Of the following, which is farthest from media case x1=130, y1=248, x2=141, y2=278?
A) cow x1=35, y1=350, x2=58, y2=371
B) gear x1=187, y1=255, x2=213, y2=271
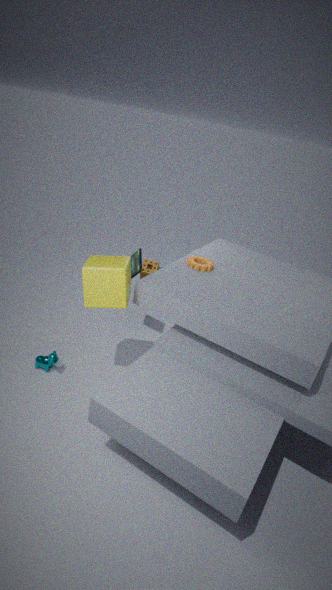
cow x1=35, y1=350, x2=58, y2=371
